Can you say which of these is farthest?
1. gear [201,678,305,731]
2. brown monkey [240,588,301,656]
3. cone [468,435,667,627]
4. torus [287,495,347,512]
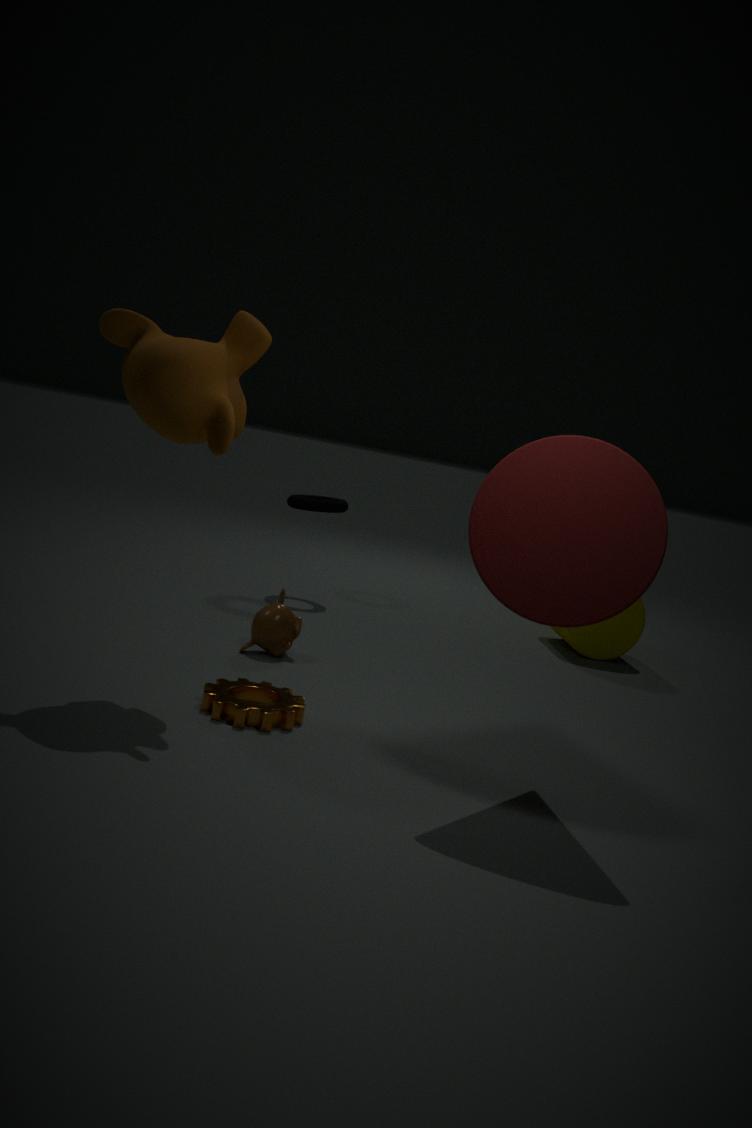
torus [287,495,347,512]
